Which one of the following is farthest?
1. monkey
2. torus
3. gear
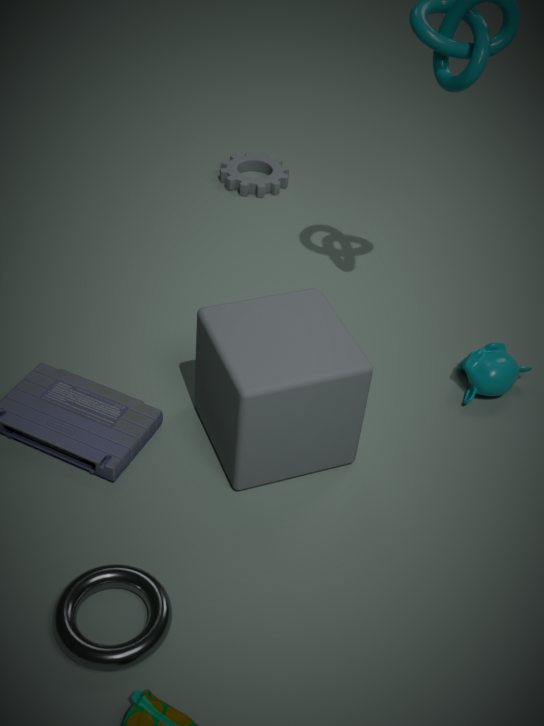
gear
